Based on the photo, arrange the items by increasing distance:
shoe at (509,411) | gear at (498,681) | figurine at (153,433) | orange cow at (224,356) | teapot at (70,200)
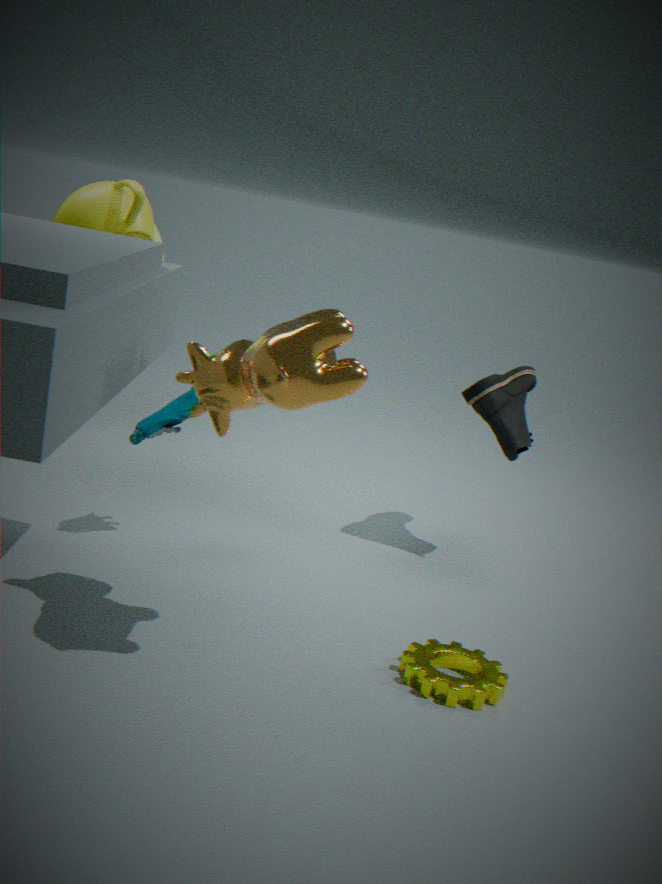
orange cow at (224,356) < gear at (498,681) < figurine at (153,433) < teapot at (70,200) < shoe at (509,411)
